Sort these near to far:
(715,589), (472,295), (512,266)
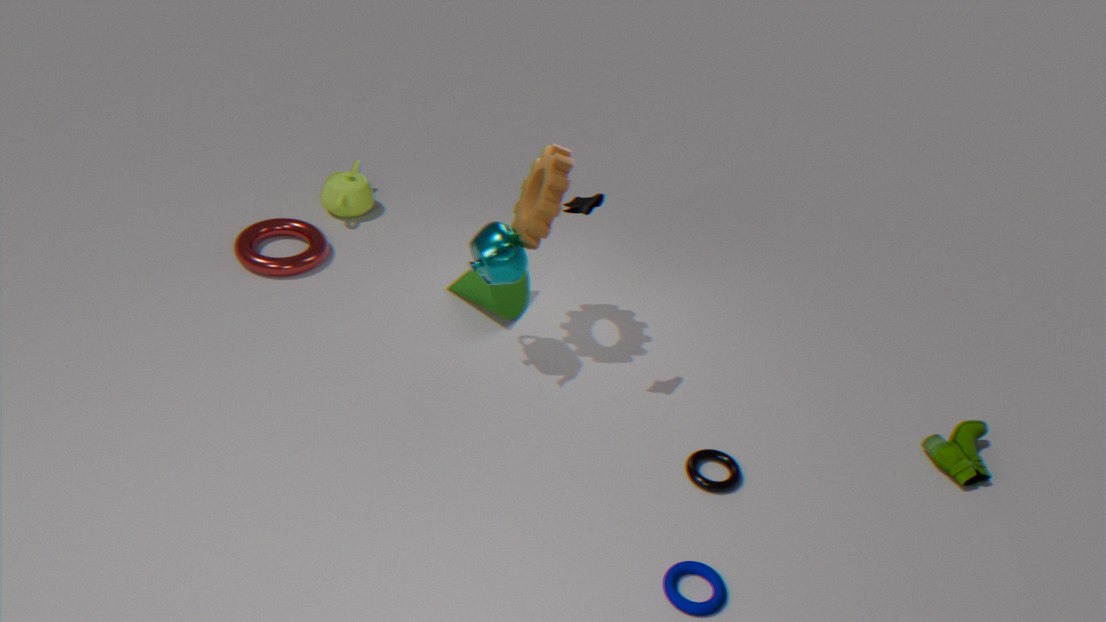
(715,589) < (512,266) < (472,295)
